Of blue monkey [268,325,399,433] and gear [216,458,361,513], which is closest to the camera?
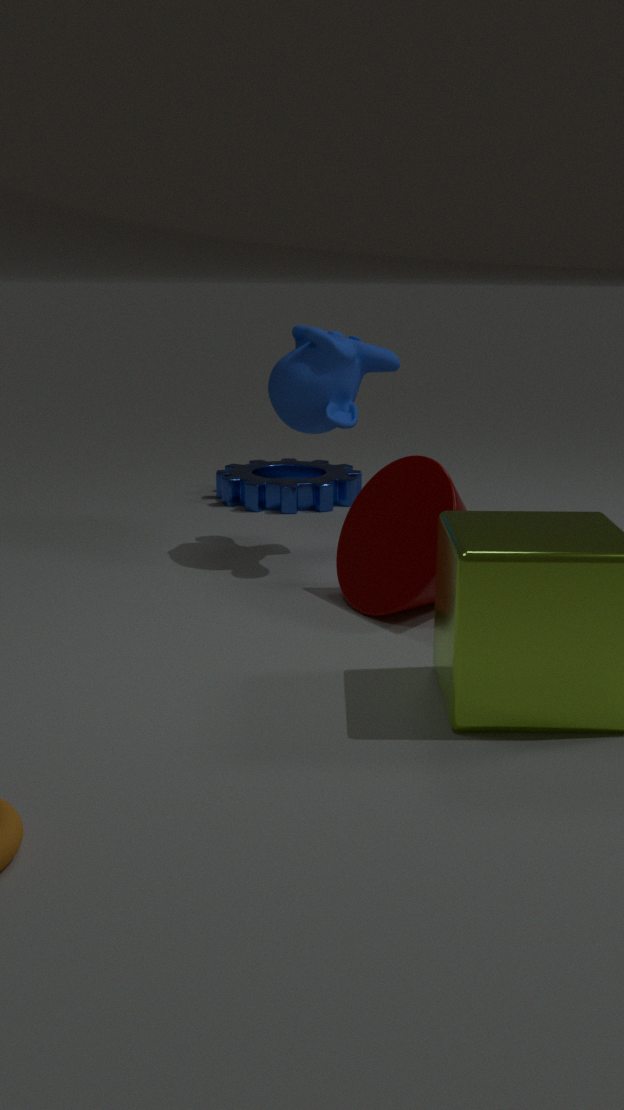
blue monkey [268,325,399,433]
